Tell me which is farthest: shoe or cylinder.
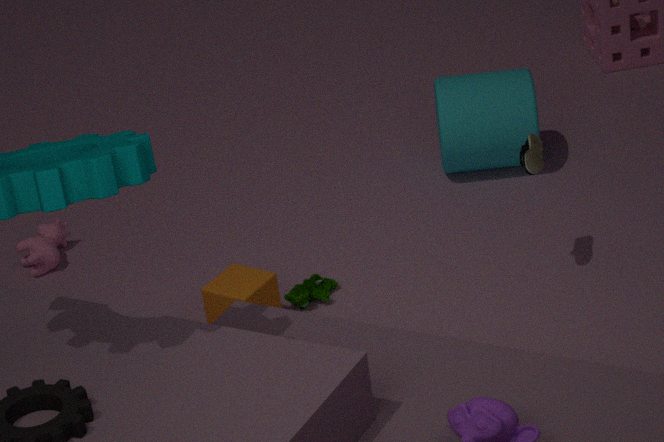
cylinder
